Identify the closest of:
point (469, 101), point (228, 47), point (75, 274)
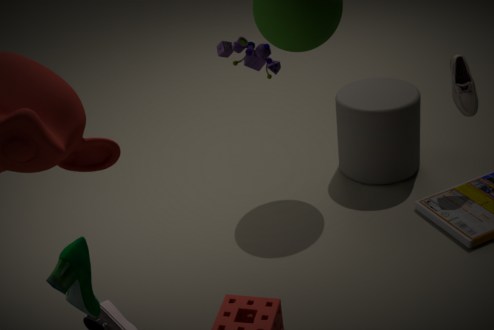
point (75, 274)
